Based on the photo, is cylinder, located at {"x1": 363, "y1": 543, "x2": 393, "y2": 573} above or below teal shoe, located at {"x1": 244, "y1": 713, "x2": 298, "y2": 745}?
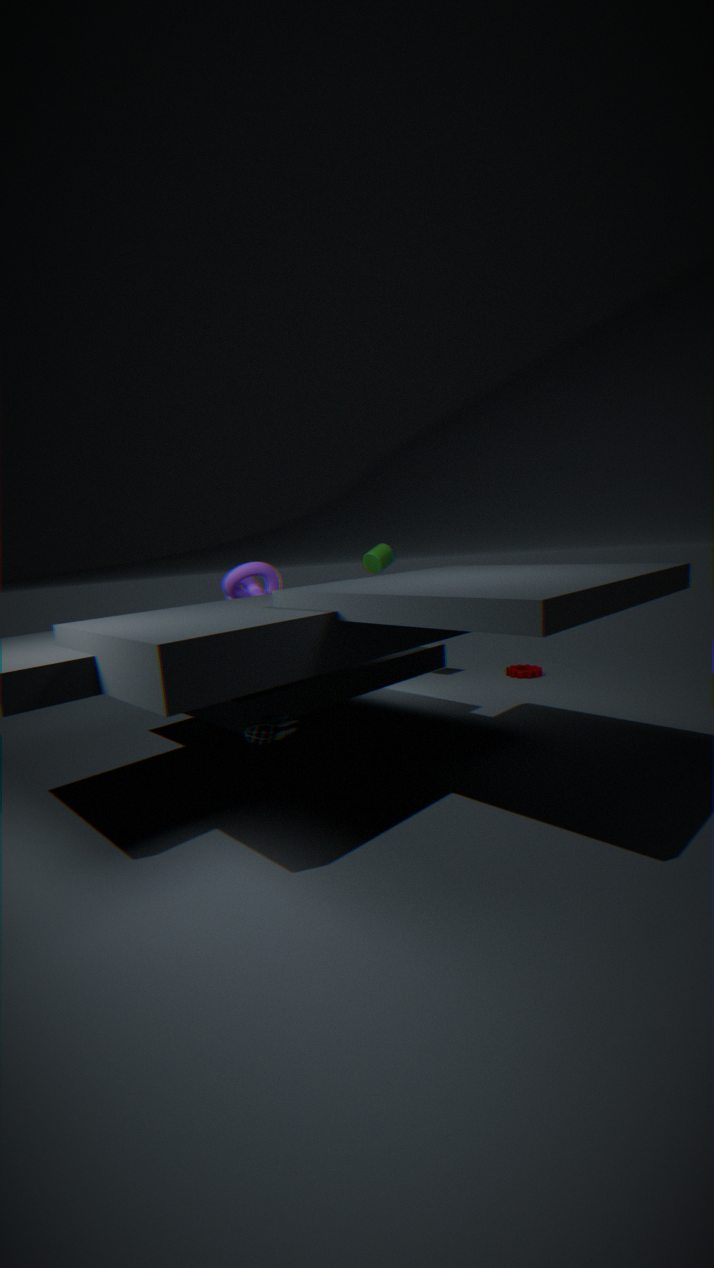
above
